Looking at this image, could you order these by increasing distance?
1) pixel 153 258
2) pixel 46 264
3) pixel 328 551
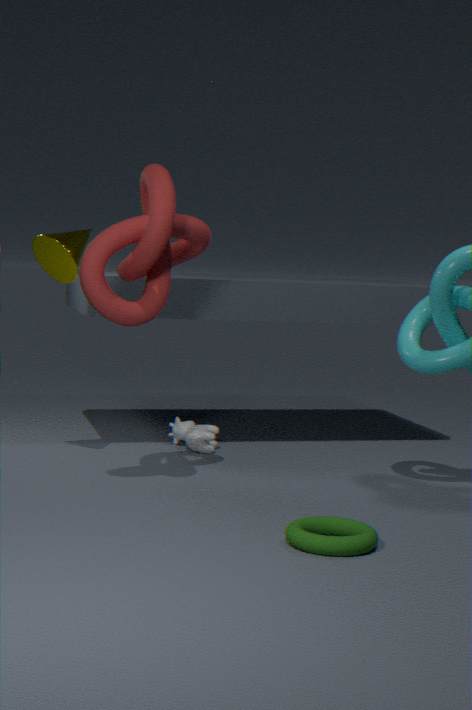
3. pixel 328 551
1. pixel 153 258
2. pixel 46 264
